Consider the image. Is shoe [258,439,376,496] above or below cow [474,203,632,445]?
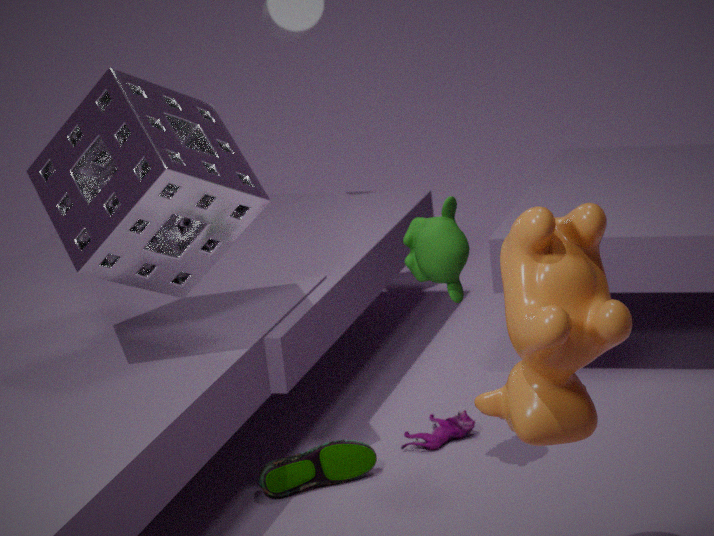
below
